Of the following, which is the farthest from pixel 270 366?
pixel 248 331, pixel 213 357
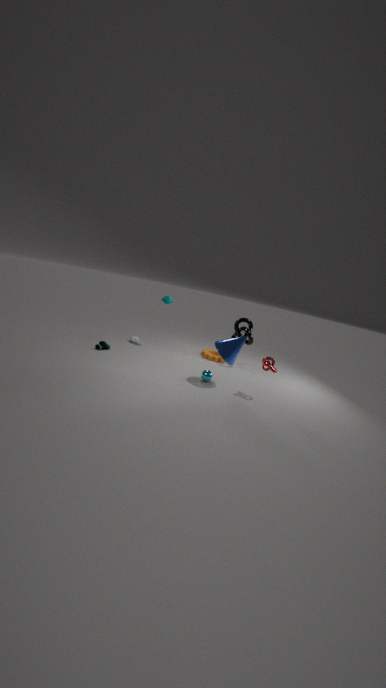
pixel 213 357
